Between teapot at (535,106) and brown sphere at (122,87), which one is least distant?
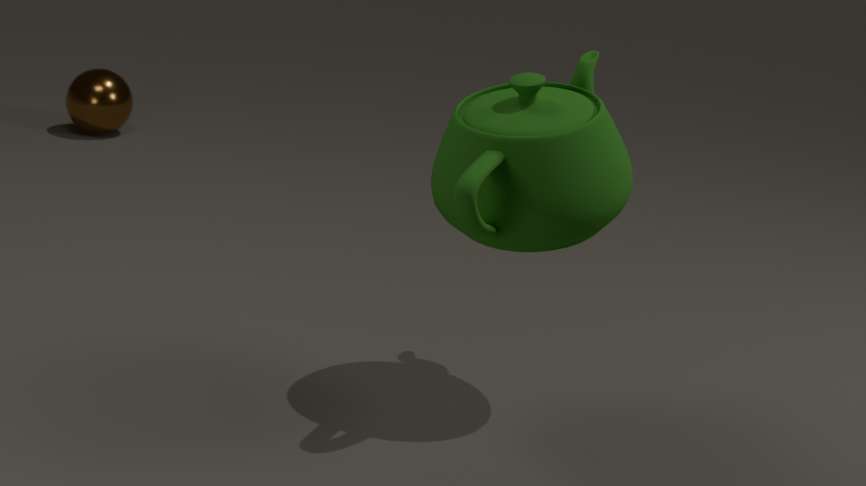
teapot at (535,106)
